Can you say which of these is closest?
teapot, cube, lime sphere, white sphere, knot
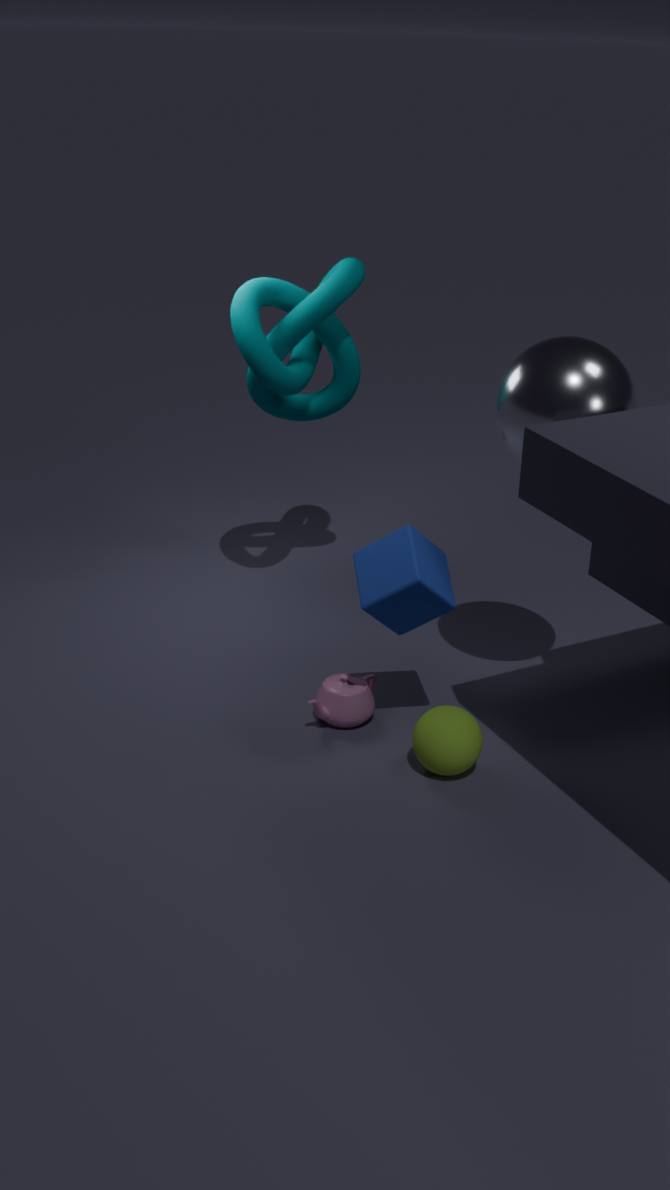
white sphere
